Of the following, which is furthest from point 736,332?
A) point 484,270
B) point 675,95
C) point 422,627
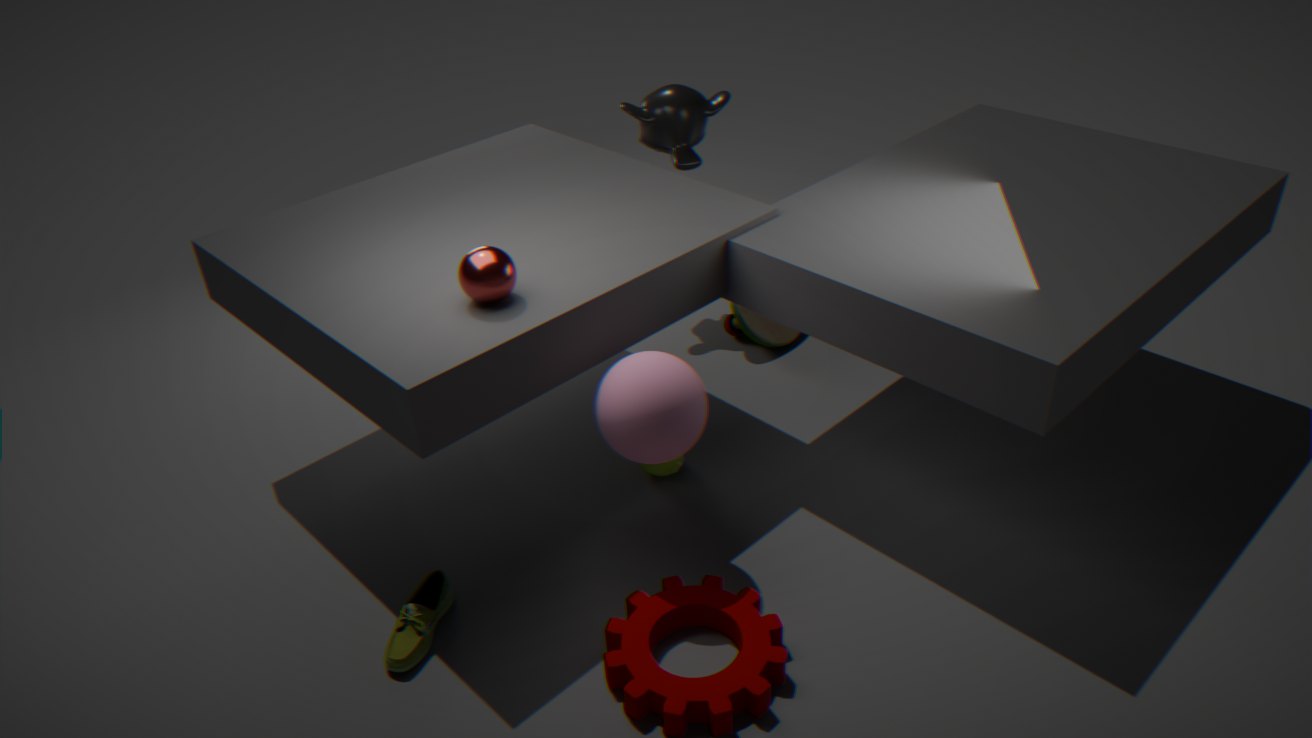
point 422,627
